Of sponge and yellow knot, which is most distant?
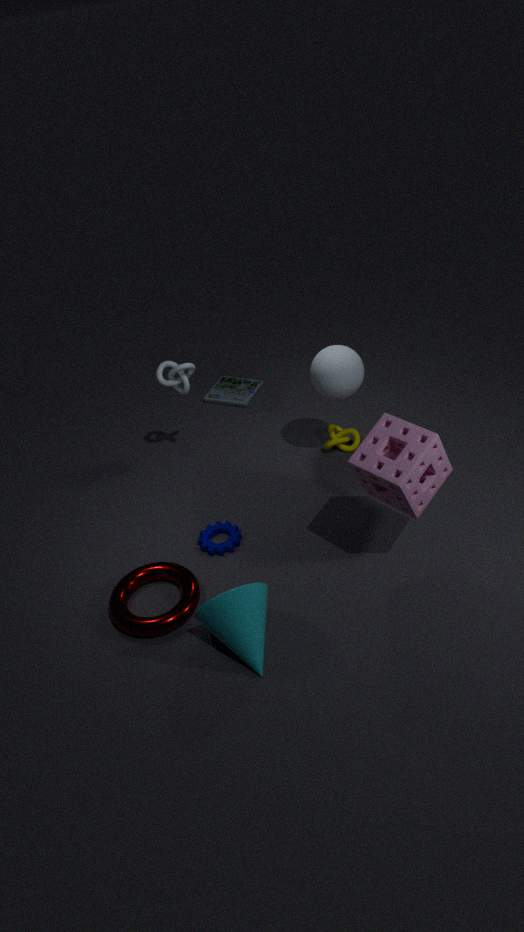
yellow knot
